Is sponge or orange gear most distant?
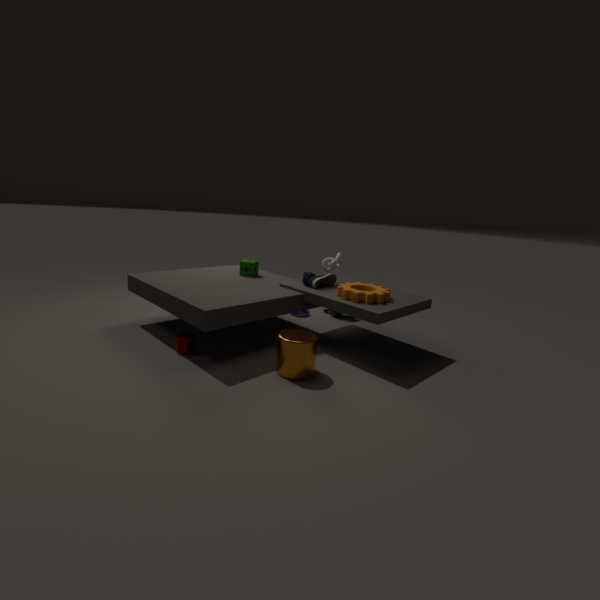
sponge
